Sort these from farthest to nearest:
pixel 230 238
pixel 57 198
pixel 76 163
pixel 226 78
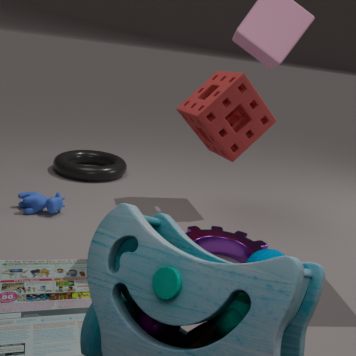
pixel 76 163 < pixel 226 78 < pixel 57 198 < pixel 230 238
